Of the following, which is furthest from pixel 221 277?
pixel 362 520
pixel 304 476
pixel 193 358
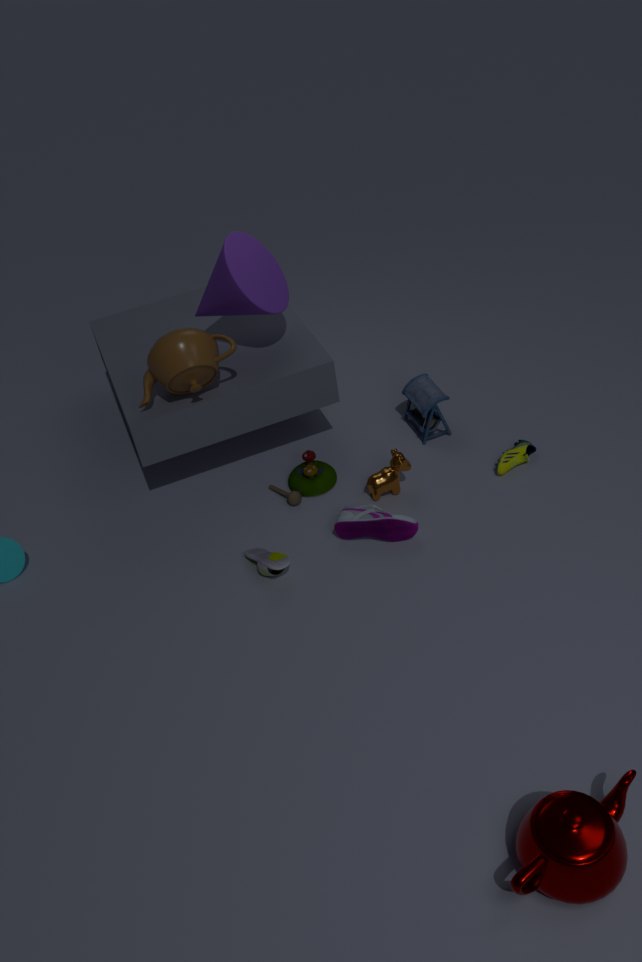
pixel 362 520
